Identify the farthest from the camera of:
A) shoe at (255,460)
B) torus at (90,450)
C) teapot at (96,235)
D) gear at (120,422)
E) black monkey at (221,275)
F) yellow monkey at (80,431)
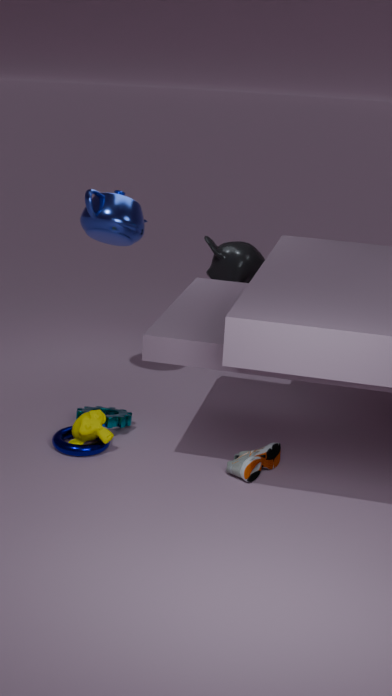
black monkey at (221,275)
